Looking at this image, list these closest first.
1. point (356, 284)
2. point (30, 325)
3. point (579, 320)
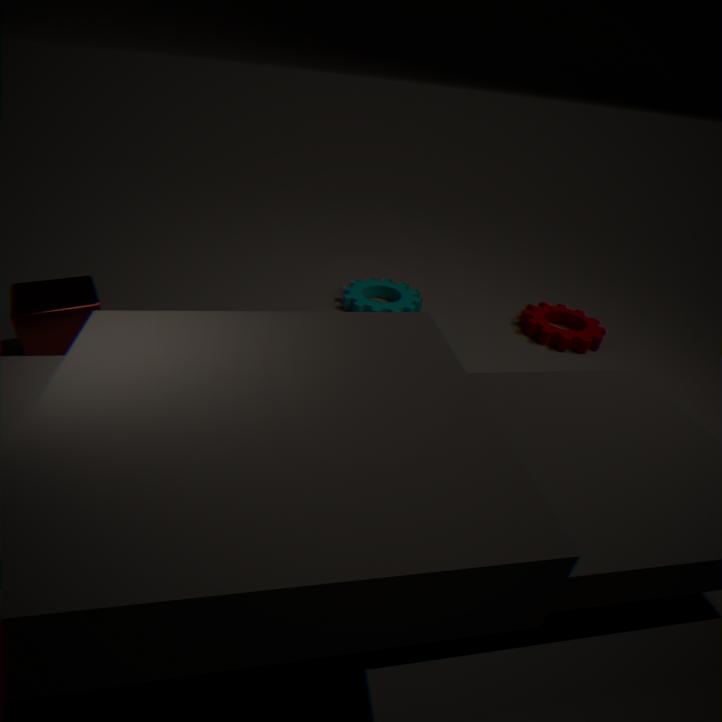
point (30, 325) → point (579, 320) → point (356, 284)
